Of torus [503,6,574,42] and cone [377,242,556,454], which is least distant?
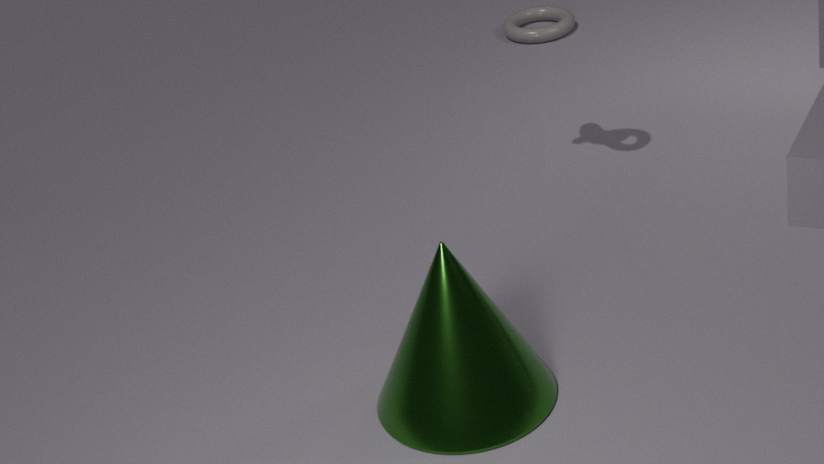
cone [377,242,556,454]
